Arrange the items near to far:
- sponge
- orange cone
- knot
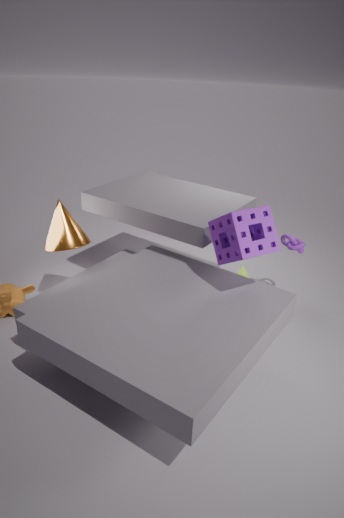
sponge < orange cone < knot
